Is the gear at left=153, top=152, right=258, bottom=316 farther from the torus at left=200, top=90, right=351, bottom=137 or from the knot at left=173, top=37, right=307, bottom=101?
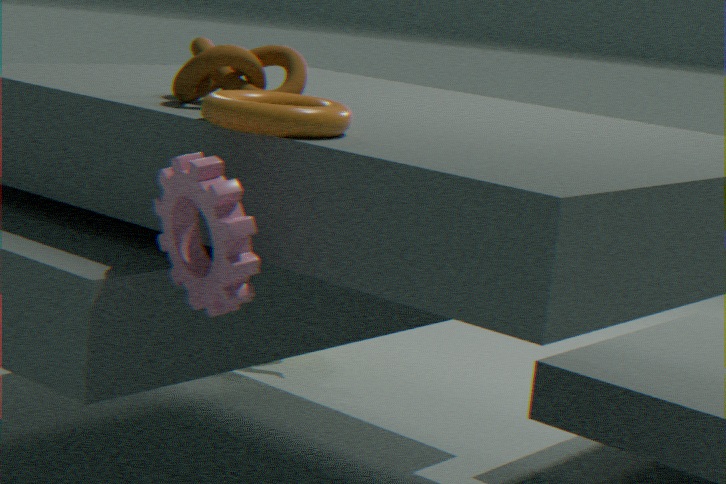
the knot at left=173, top=37, right=307, bottom=101
